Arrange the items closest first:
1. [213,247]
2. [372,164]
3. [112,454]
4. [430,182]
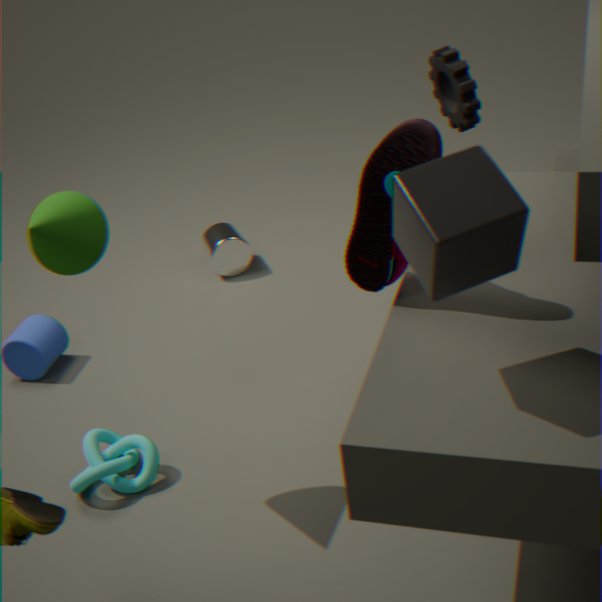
1. [430,182]
2. [372,164]
3. [112,454]
4. [213,247]
